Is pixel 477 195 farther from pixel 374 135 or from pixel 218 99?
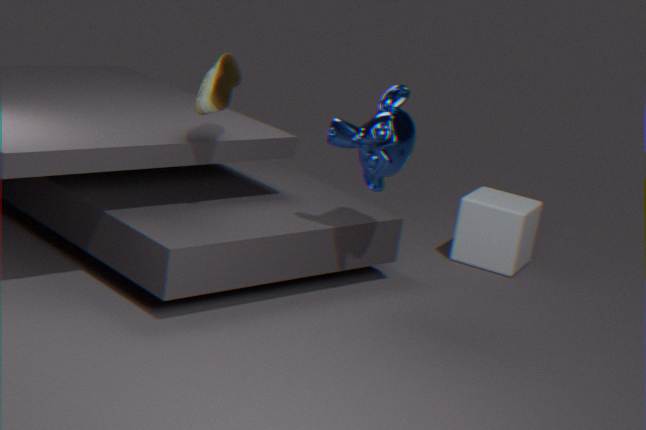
pixel 218 99
